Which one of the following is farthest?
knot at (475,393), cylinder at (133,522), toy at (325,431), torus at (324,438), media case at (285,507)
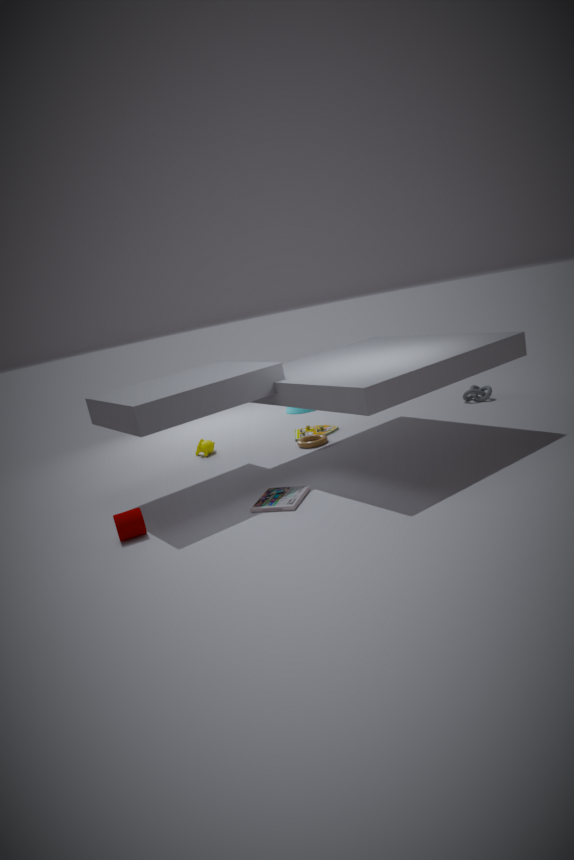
knot at (475,393)
